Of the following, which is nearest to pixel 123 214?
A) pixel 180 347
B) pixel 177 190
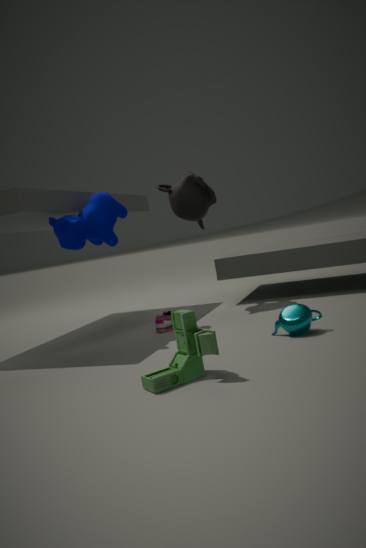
pixel 177 190
